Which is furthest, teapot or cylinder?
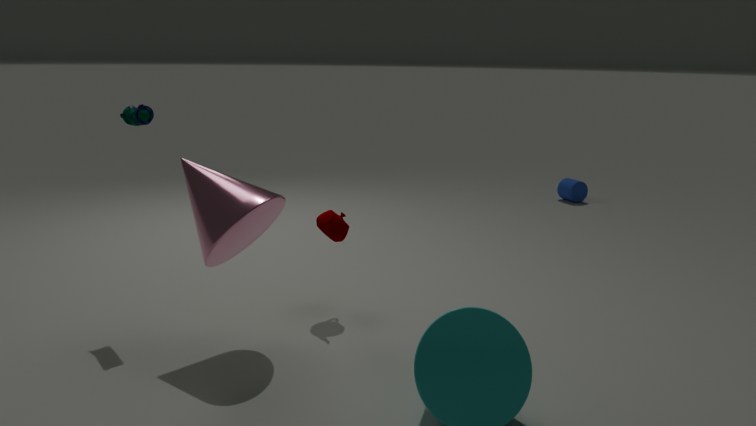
cylinder
